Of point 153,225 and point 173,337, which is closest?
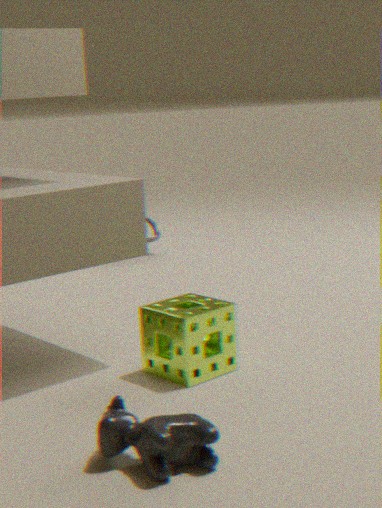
point 173,337
